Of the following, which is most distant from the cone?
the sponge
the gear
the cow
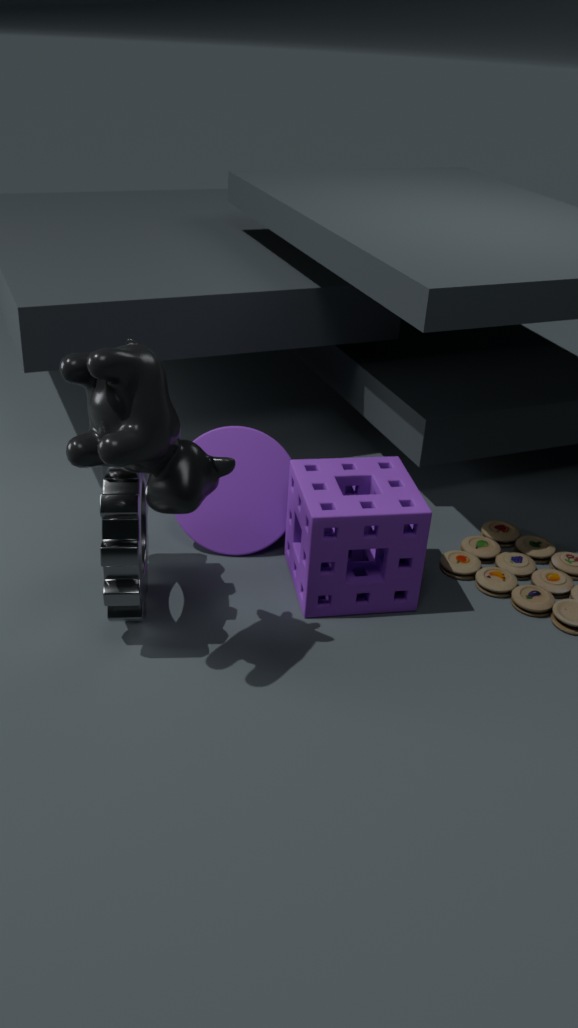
the cow
